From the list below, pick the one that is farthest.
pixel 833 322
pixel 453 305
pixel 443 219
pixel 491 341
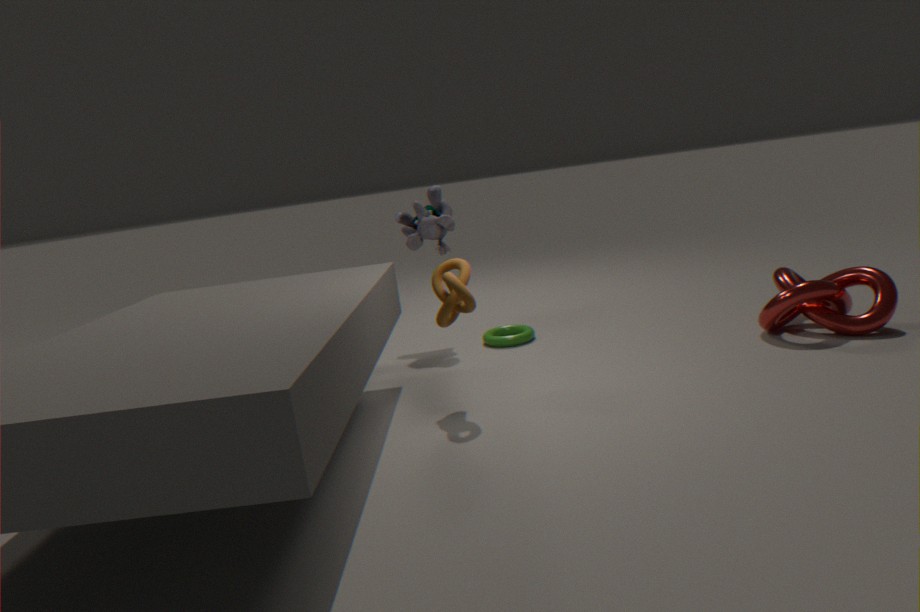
pixel 491 341
